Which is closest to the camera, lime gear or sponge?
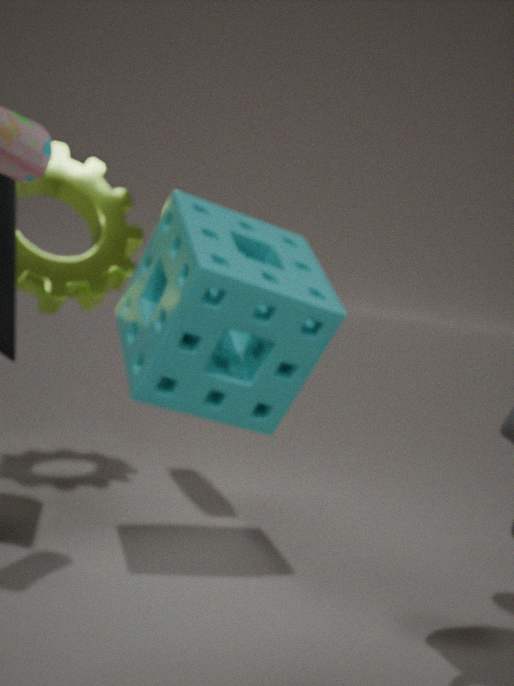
sponge
